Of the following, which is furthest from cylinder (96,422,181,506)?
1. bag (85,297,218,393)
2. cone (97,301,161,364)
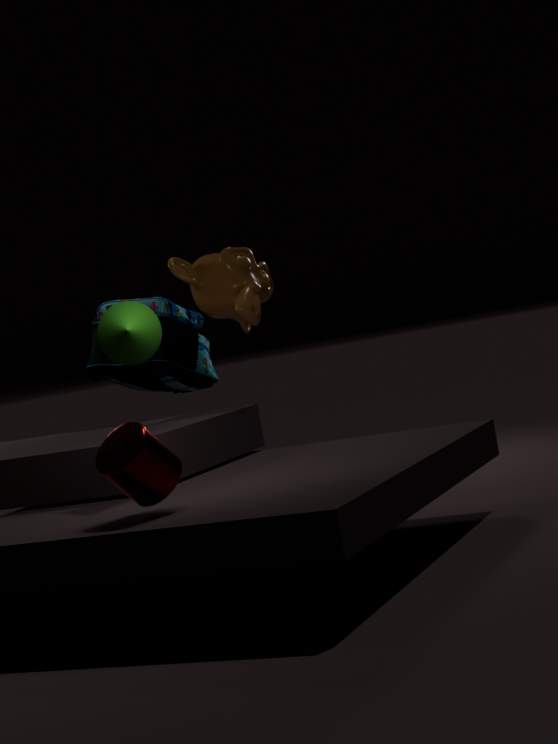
bag (85,297,218,393)
